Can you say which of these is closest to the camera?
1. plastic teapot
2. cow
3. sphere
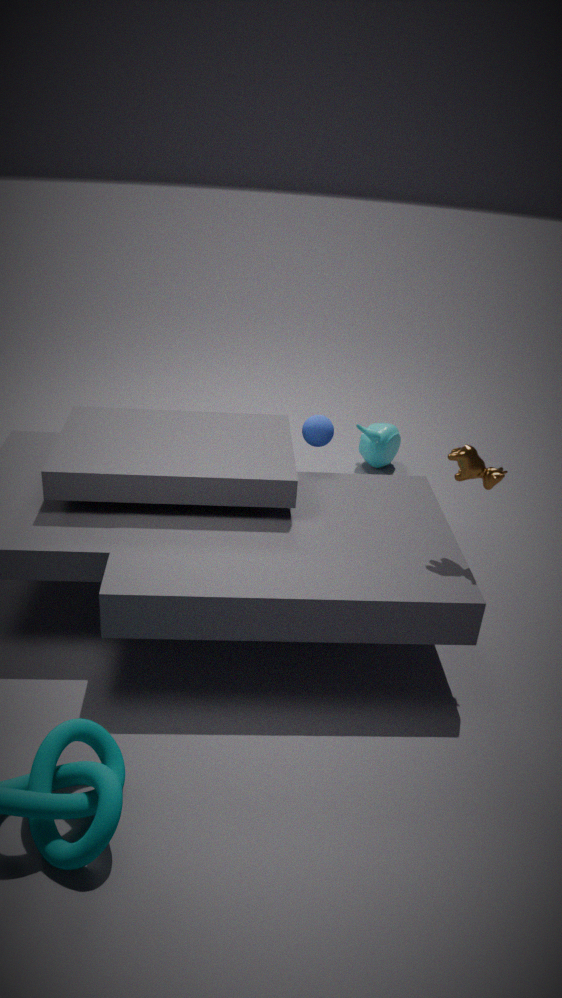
cow
